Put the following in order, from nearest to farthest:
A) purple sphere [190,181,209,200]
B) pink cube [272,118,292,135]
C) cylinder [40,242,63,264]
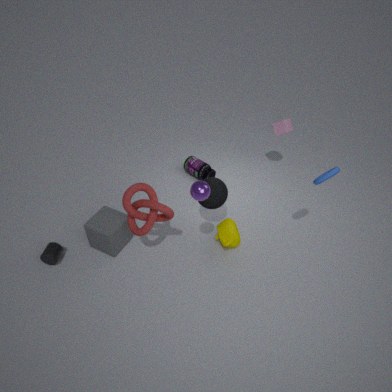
purple sphere [190,181,209,200], cylinder [40,242,63,264], pink cube [272,118,292,135]
